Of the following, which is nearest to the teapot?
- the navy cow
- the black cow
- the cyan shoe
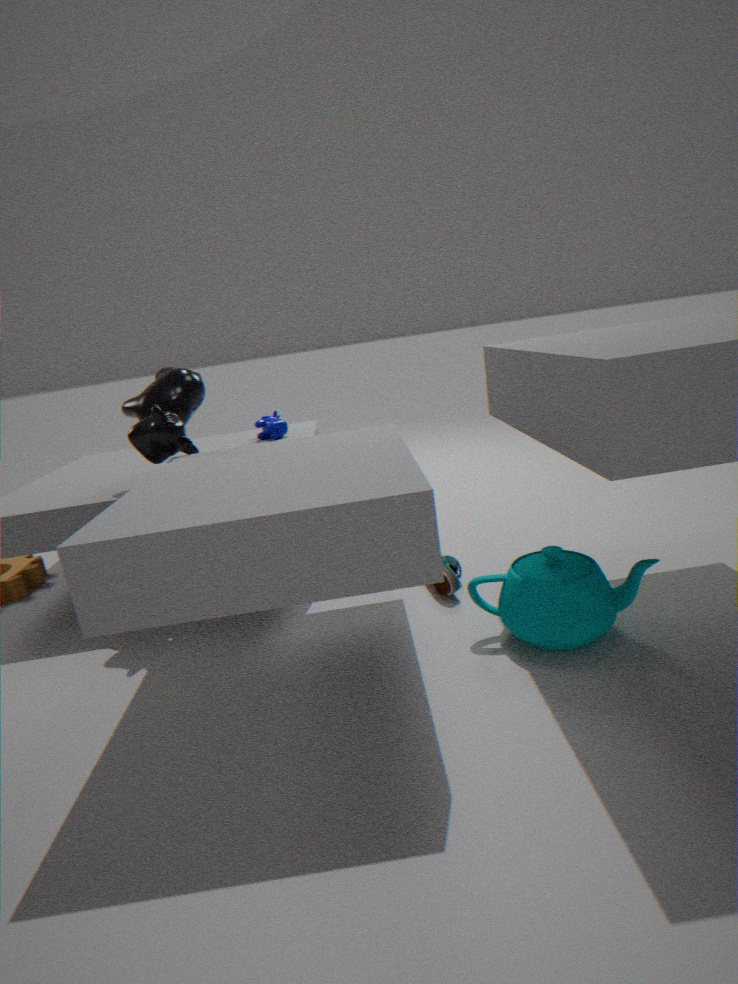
the cyan shoe
